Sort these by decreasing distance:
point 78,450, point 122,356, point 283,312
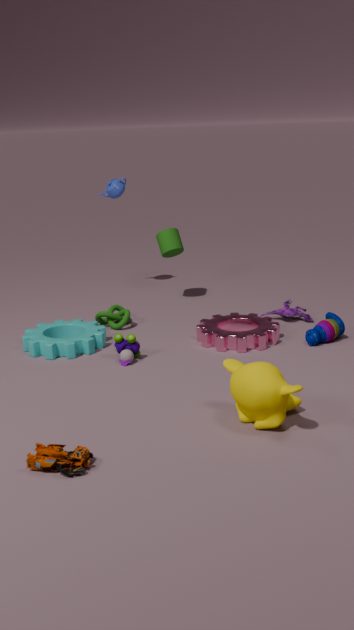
1. point 283,312
2. point 122,356
3. point 78,450
